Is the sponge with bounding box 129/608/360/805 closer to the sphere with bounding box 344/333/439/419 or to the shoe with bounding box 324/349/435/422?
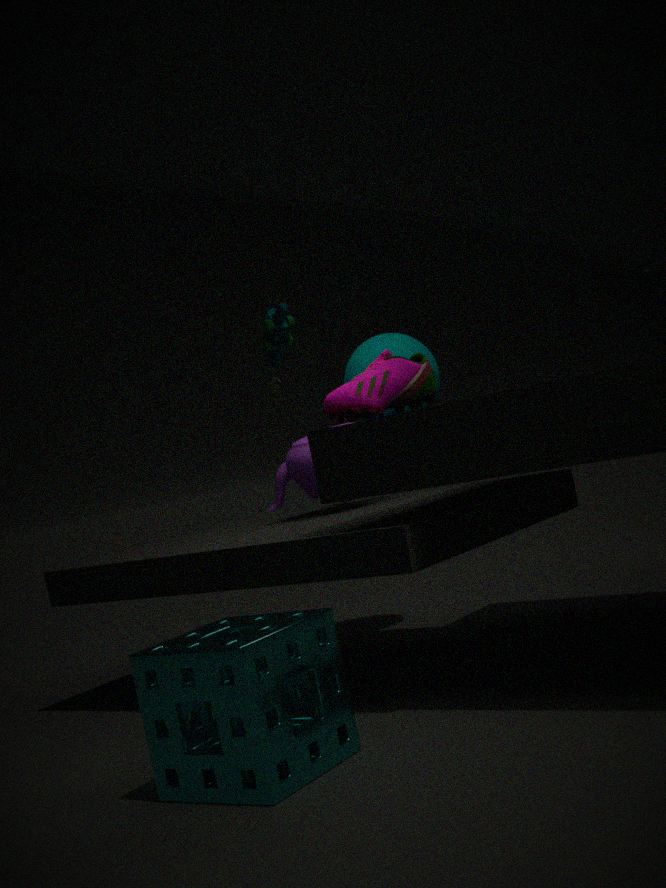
the shoe with bounding box 324/349/435/422
